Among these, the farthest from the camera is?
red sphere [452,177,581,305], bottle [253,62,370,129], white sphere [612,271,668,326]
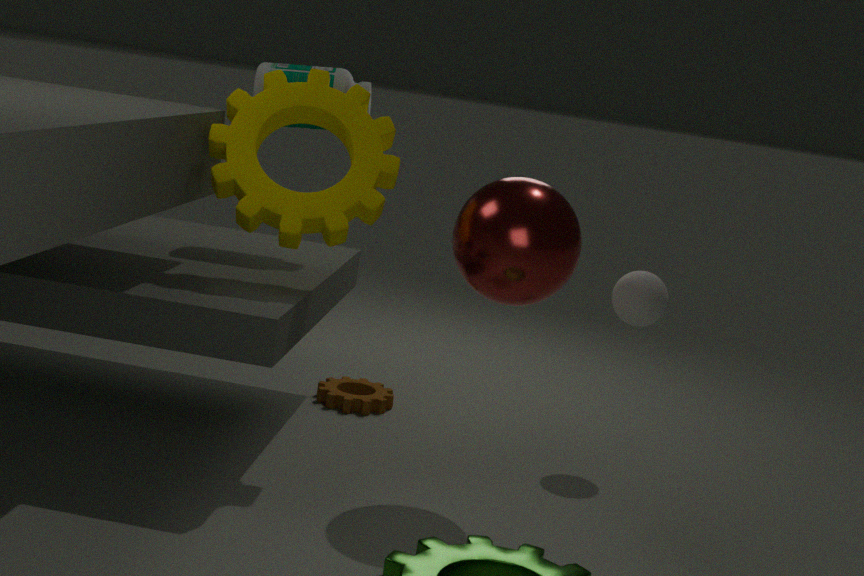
bottle [253,62,370,129]
